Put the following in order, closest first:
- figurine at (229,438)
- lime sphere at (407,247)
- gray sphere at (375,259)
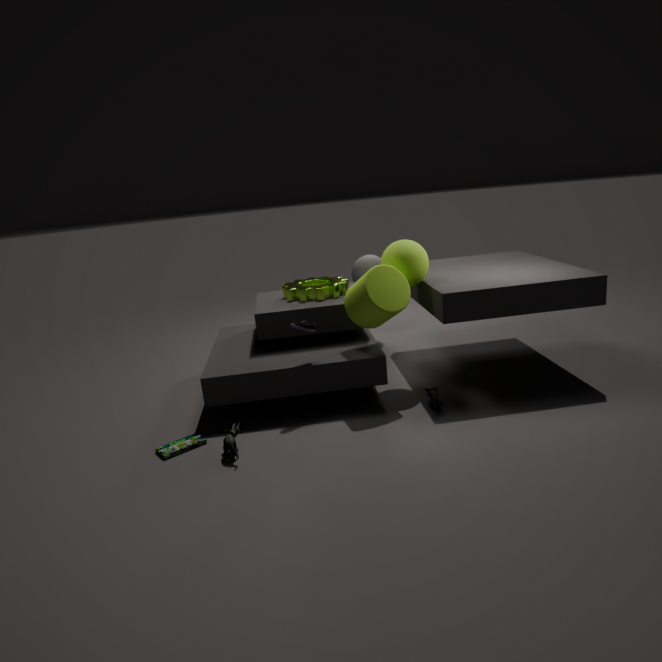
figurine at (229,438) → lime sphere at (407,247) → gray sphere at (375,259)
